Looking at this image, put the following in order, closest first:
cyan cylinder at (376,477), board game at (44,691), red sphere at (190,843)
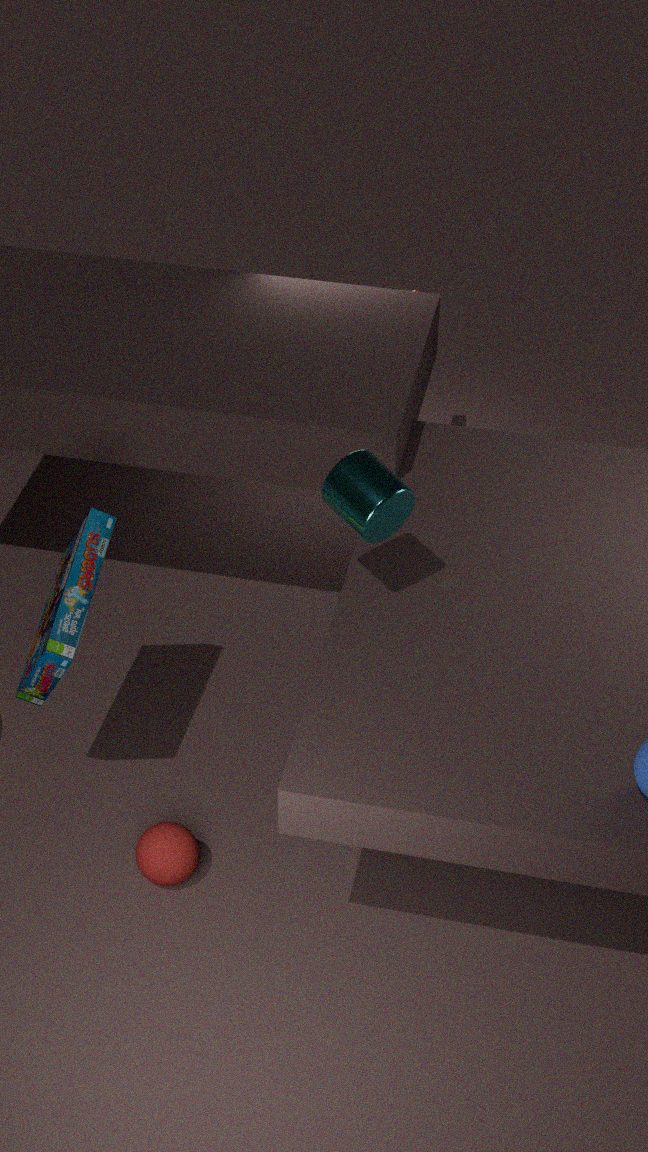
cyan cylinder at (376,477), board game at (44,691), red sphere at (190,843)
